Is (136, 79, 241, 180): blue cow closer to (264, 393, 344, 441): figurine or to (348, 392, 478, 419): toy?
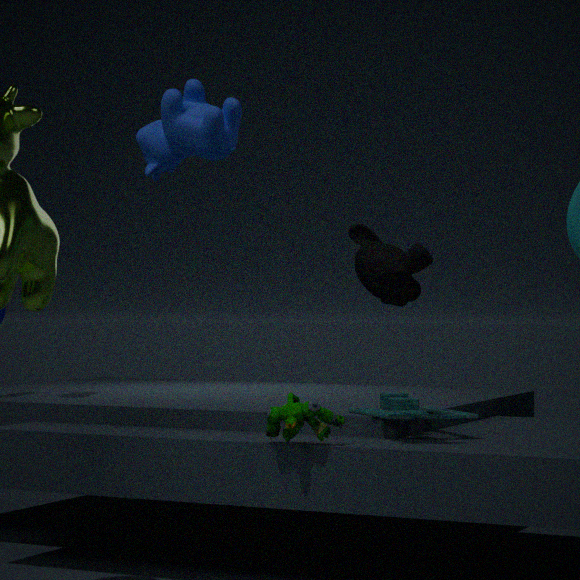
(264, 393, 344, 441): figurine
